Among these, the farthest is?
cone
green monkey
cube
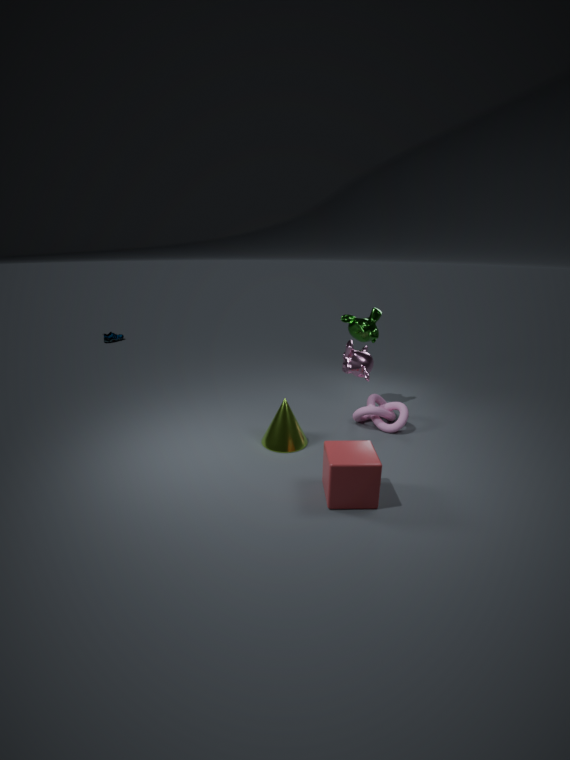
green monkey
